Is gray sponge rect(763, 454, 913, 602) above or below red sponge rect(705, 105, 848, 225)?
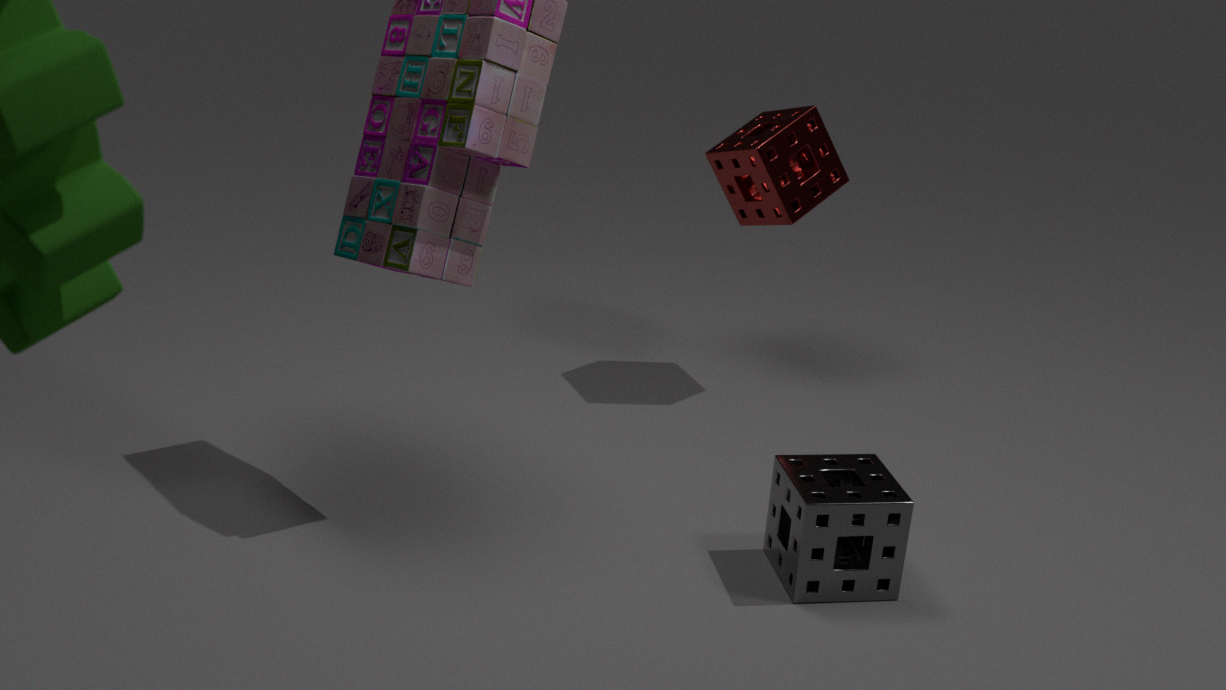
below
